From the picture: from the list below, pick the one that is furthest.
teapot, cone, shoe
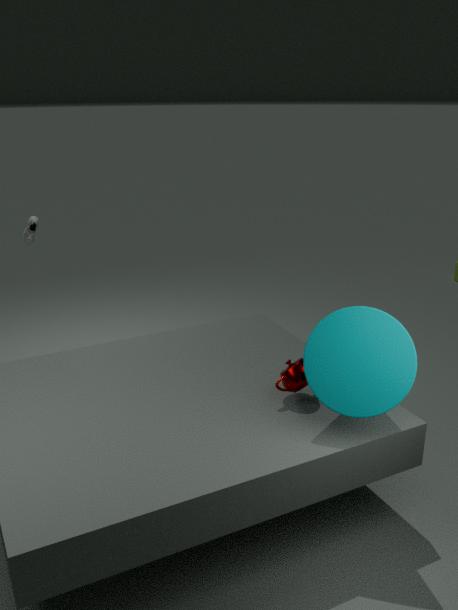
shoe
